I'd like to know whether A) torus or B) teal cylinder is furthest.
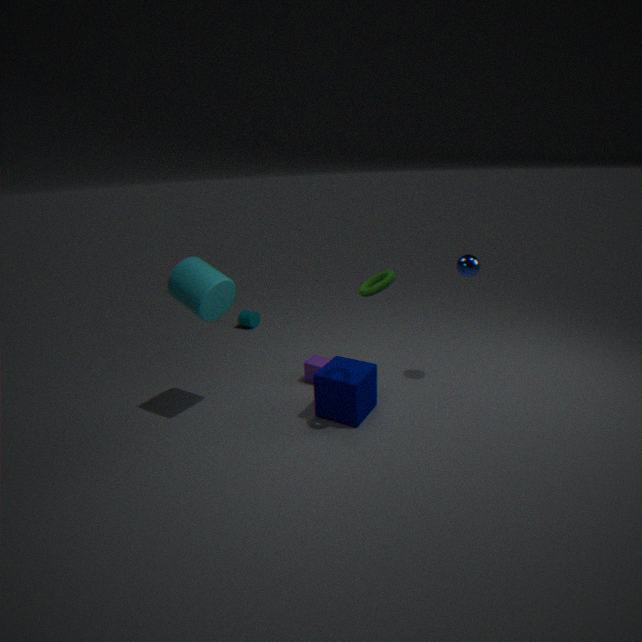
B. teal cylinder
